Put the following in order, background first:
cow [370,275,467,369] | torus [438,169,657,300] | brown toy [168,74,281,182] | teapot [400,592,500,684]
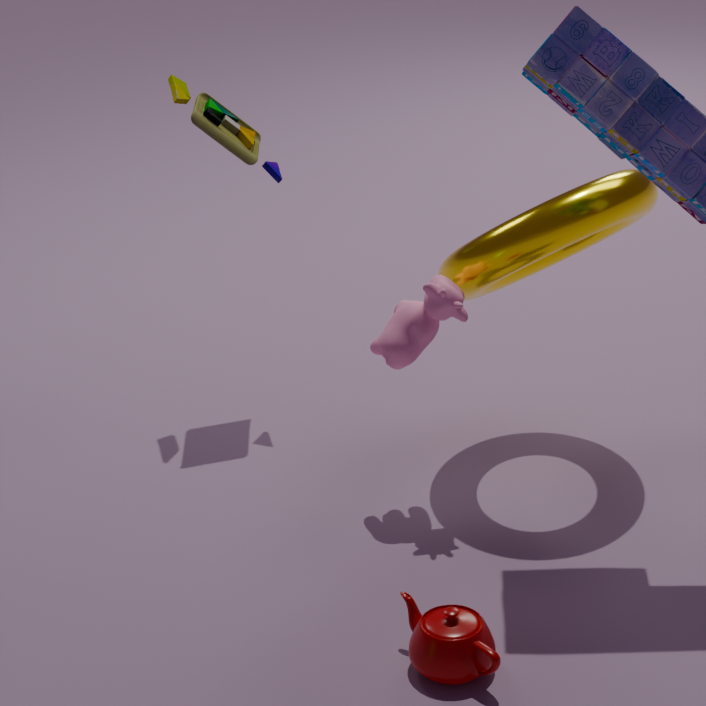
brown toy [168,74,281,182] < cow [370,275,467,369] < torus [438,169,657,300] < teapot [400,592,500,684]
